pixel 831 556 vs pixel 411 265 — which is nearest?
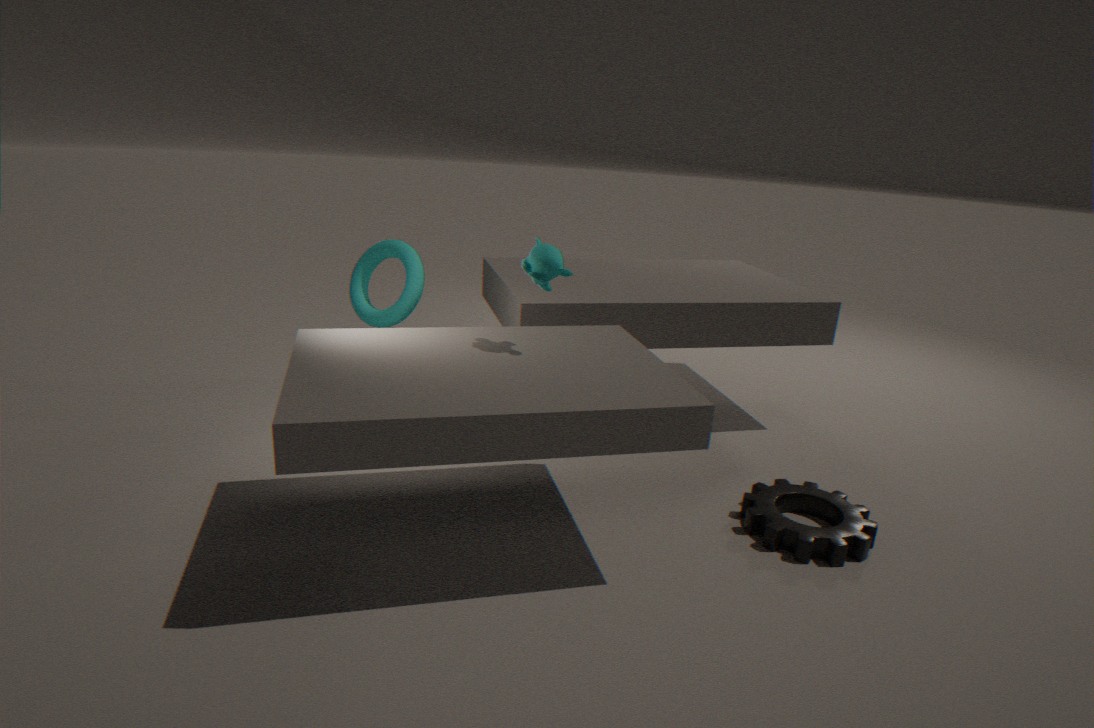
pixel 831 556
